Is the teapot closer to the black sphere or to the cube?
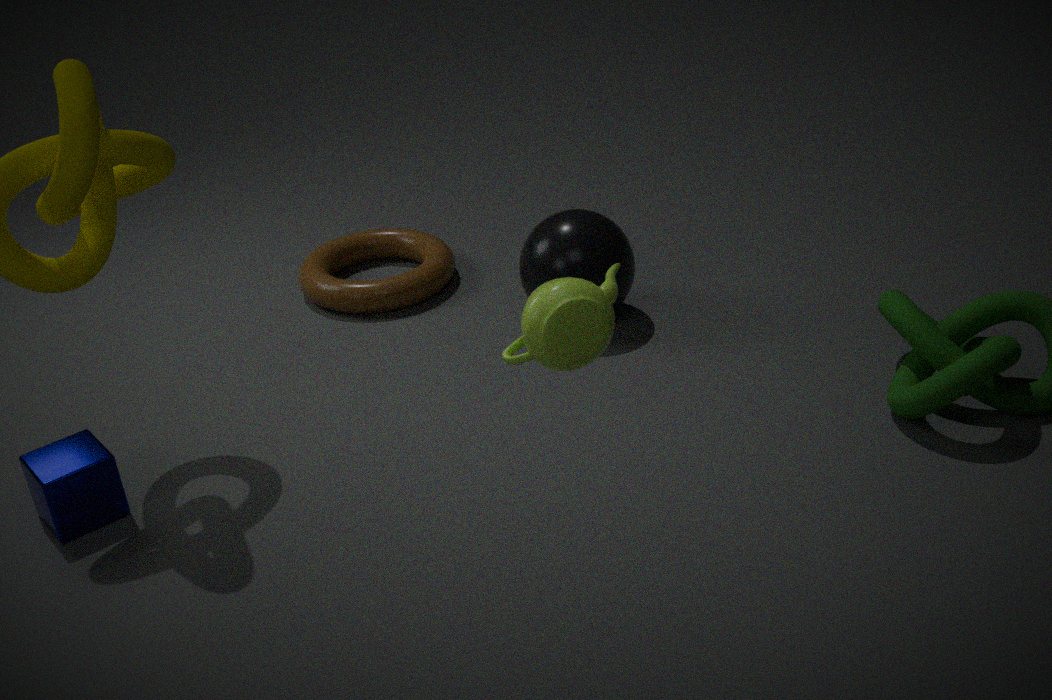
the cube
